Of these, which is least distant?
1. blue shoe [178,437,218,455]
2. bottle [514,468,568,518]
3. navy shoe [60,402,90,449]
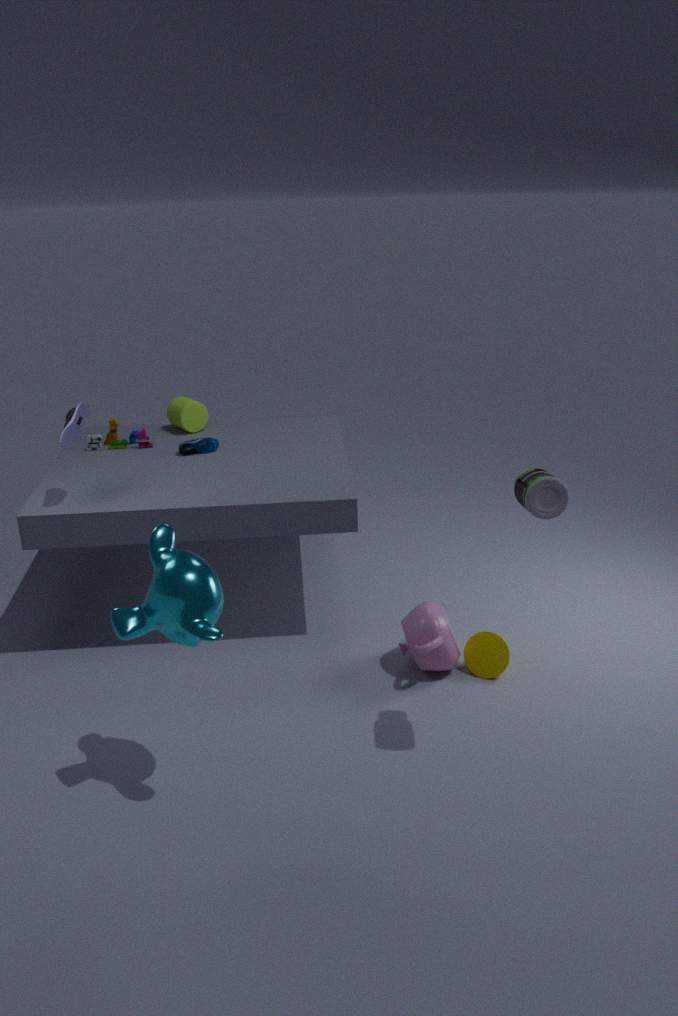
bottle [514,468,568,518]
